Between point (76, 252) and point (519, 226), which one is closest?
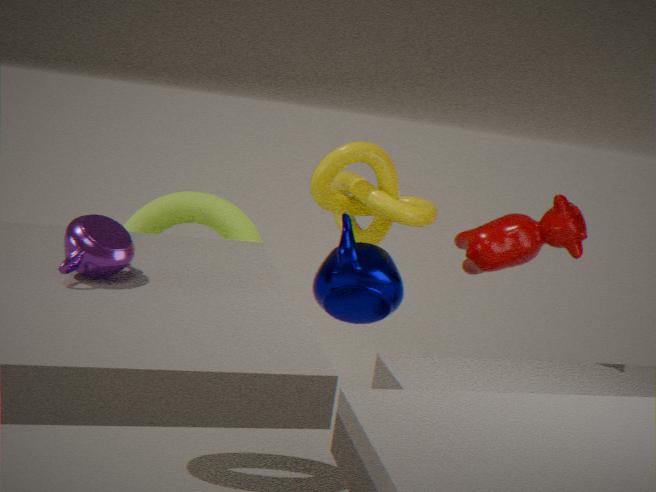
point (76, 252)
